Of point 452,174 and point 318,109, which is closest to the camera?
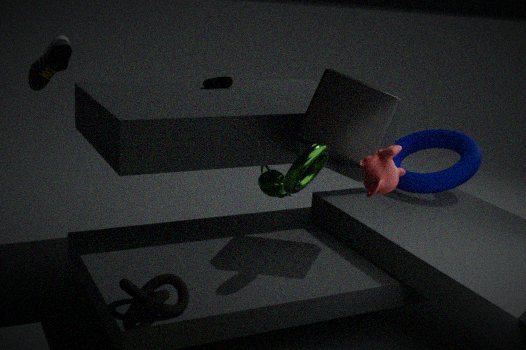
point 318,109
